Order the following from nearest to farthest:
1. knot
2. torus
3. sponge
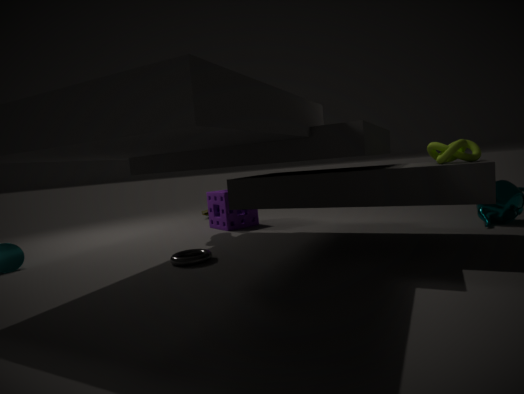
knot < torus < sponge
